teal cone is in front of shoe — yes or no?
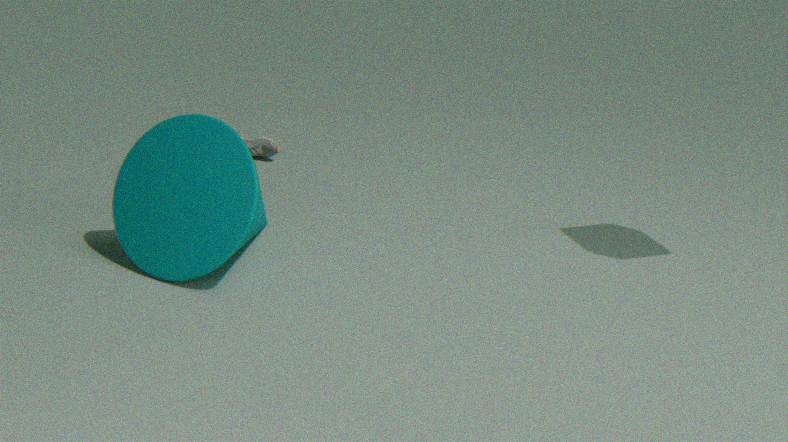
Yes
